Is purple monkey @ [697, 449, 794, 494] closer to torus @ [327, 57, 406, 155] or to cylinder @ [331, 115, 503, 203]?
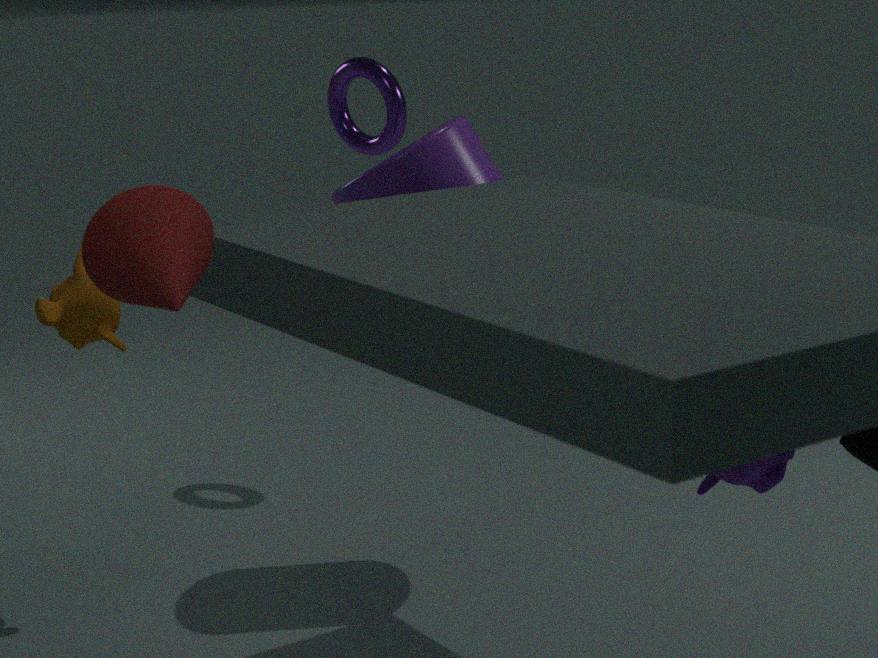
cylinder @ [331, 115, 503, 203]
